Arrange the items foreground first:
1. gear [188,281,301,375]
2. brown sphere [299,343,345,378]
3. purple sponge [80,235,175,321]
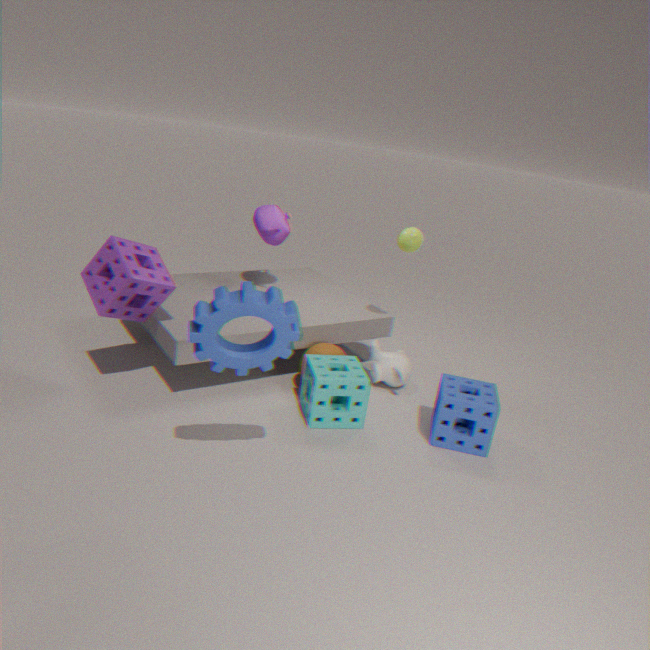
gear [188,281,301,375] → purple sponge [80,235,175,321] → brown sphere [299,343,345,378]
